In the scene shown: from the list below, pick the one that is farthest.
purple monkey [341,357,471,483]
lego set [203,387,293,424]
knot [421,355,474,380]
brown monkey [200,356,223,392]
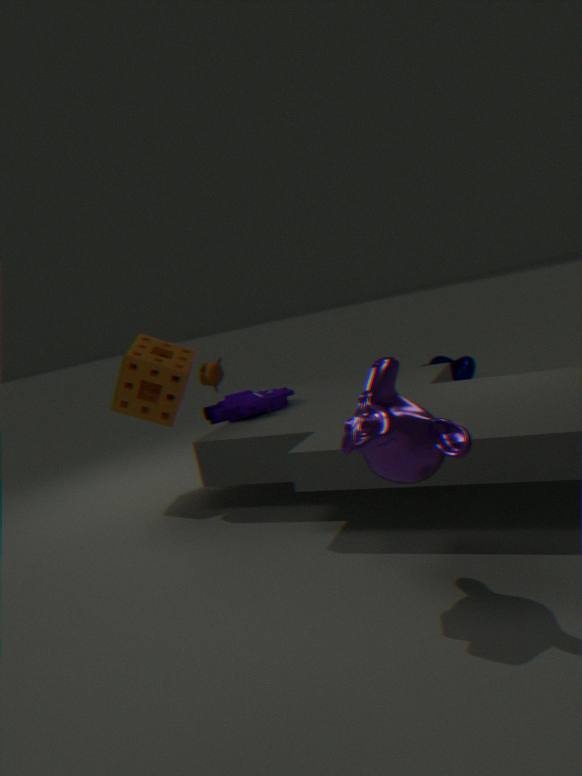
knot [421,355,474,380]
